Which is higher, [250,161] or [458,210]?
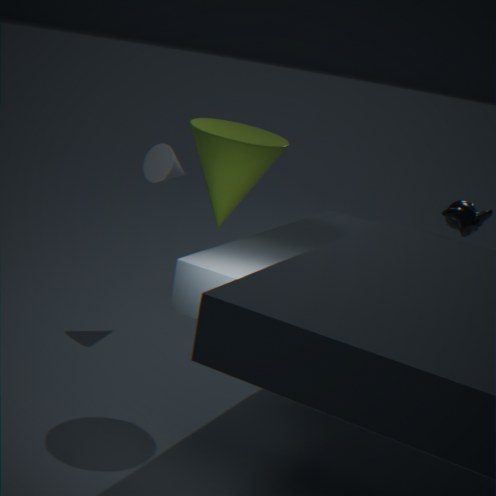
[250,161]
